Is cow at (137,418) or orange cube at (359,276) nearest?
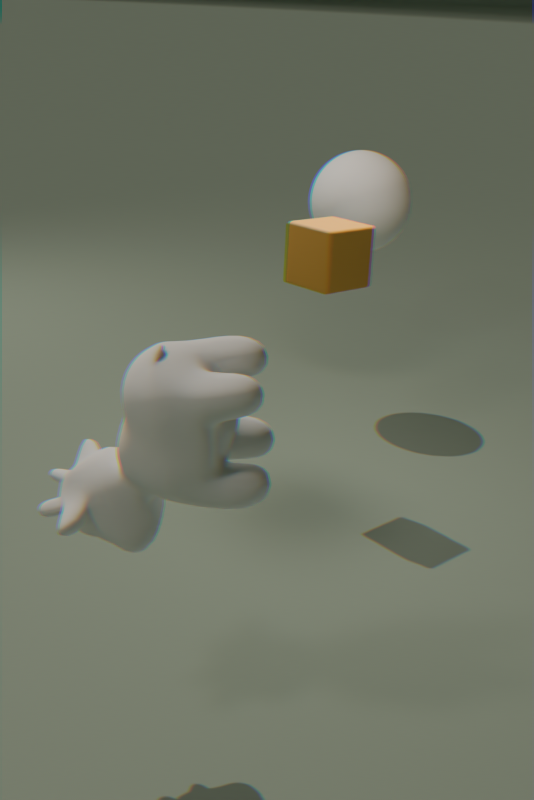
cow at (137,418)
